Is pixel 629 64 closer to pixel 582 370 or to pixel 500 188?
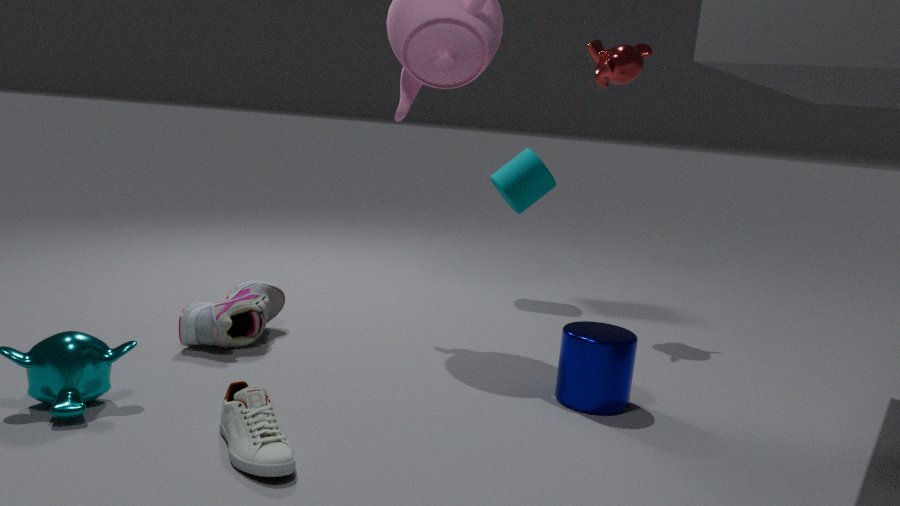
pixel 500 188
